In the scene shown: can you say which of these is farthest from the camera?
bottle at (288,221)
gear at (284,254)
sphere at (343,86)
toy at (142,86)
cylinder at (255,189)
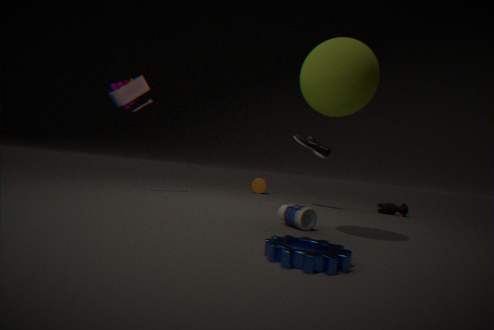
cylinder at (255,189)
